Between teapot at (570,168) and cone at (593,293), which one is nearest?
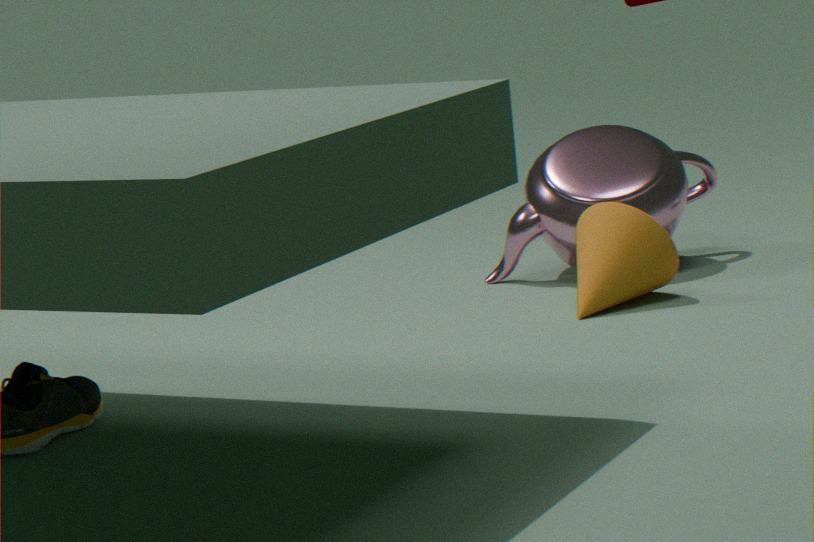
cone at (593,293)
